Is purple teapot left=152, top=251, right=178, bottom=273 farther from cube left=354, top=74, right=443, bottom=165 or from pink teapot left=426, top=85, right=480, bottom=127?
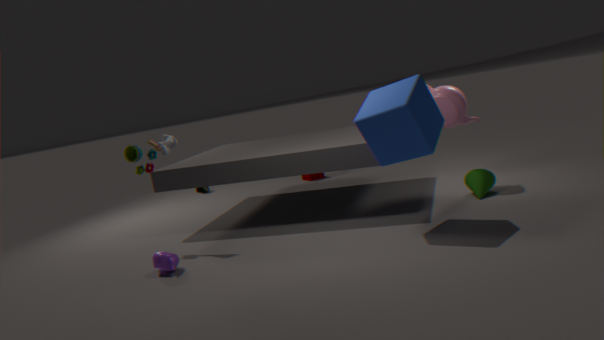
pink teapot left=426, top=85, right=480, bottom=127
